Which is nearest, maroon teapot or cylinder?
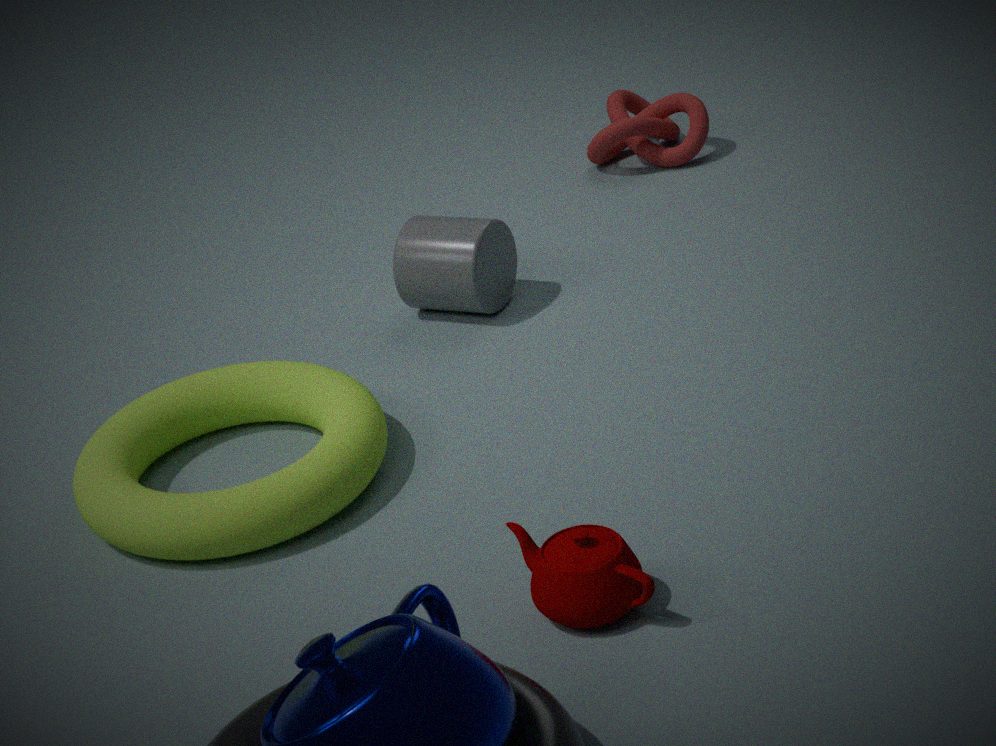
maroon teapot
